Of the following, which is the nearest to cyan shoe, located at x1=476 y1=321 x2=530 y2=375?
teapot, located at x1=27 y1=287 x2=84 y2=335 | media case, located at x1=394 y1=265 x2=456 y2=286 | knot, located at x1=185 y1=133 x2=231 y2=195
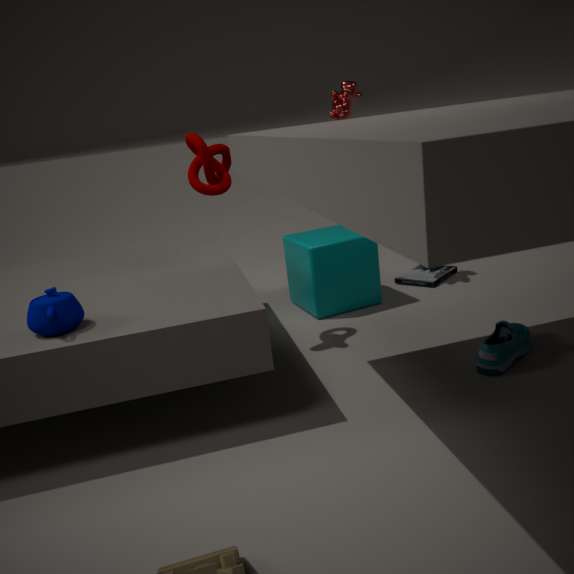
media case, located at x1=394 y1=265 x2=456 y2=286
